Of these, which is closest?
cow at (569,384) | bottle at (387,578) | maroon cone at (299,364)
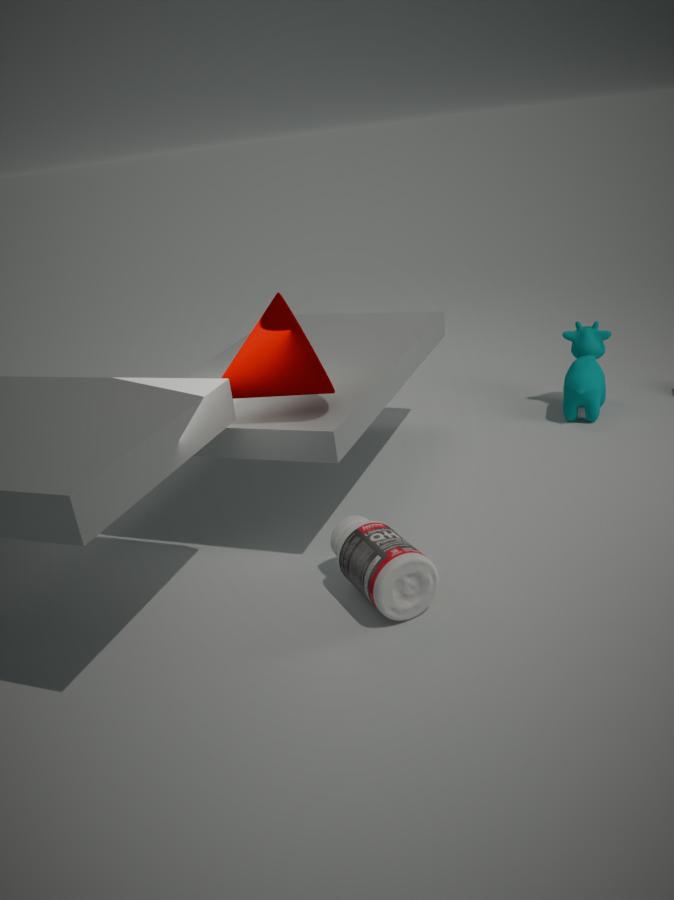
bottle at (387,578)
